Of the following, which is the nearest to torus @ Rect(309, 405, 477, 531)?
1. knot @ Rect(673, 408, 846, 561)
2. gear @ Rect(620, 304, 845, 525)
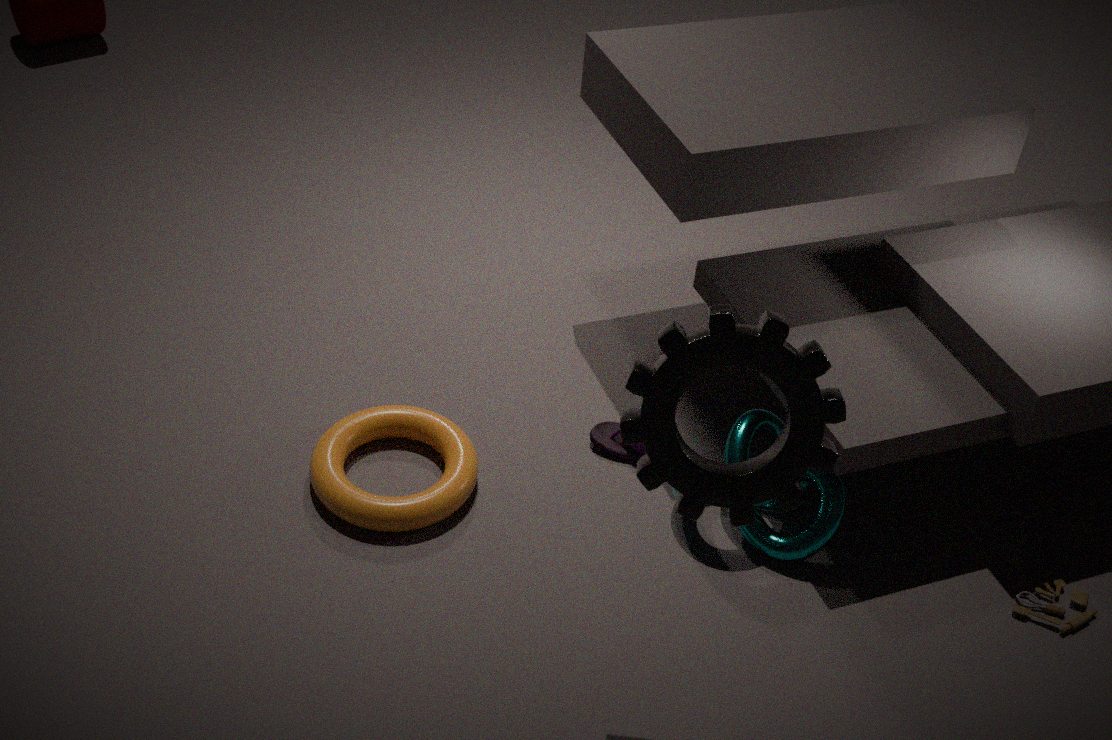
knot @ Rect(673, 408, 846, 561)
